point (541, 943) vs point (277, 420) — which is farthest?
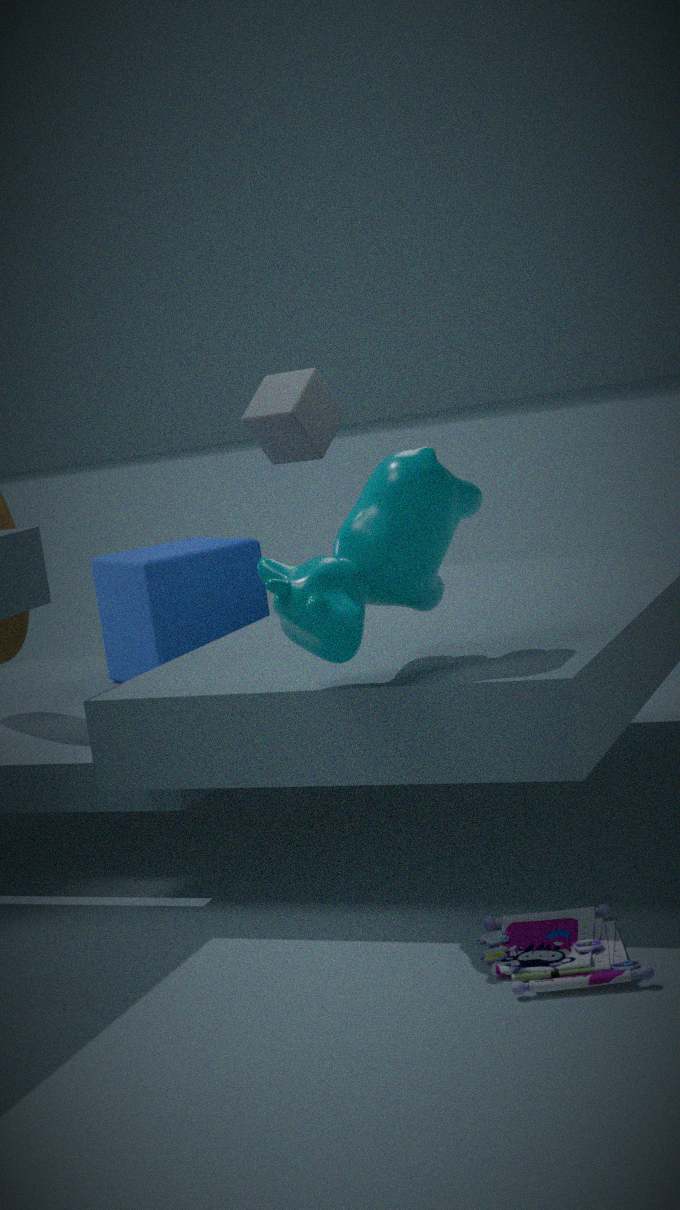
point (277, 420)
